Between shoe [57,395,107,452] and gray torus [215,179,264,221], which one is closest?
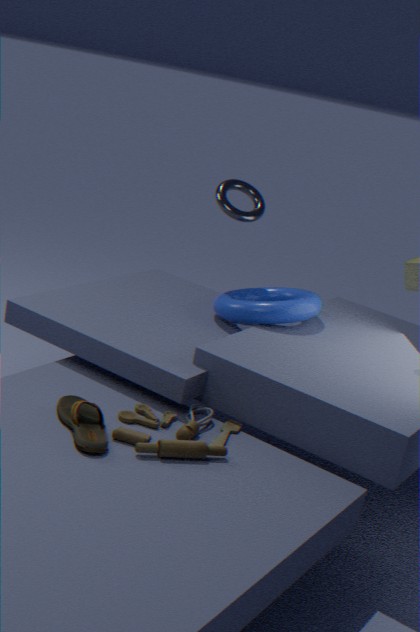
shoe [57,395,107,452]
